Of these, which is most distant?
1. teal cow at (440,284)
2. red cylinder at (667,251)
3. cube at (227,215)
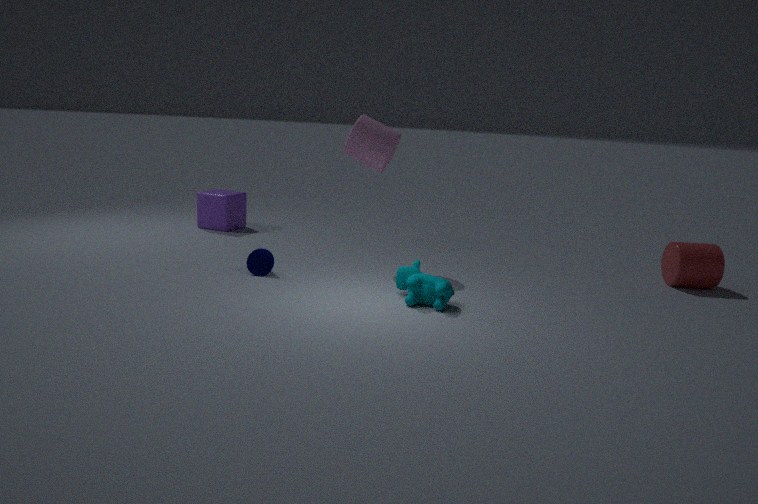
cube at (227,215)
